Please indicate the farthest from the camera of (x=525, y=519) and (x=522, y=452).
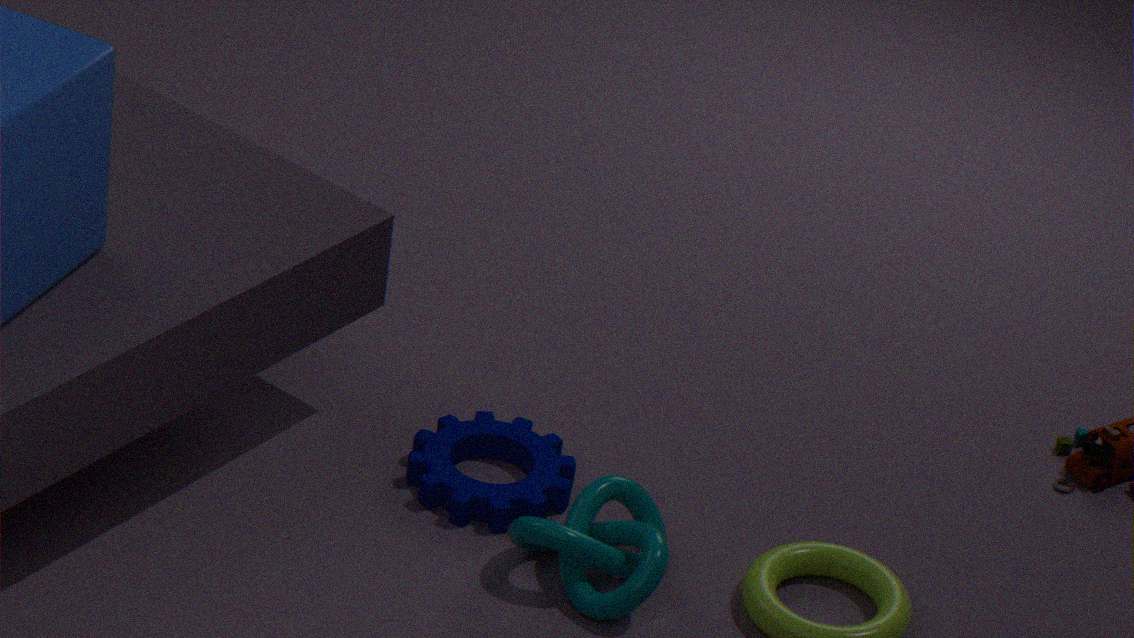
(x=522, y=452)
